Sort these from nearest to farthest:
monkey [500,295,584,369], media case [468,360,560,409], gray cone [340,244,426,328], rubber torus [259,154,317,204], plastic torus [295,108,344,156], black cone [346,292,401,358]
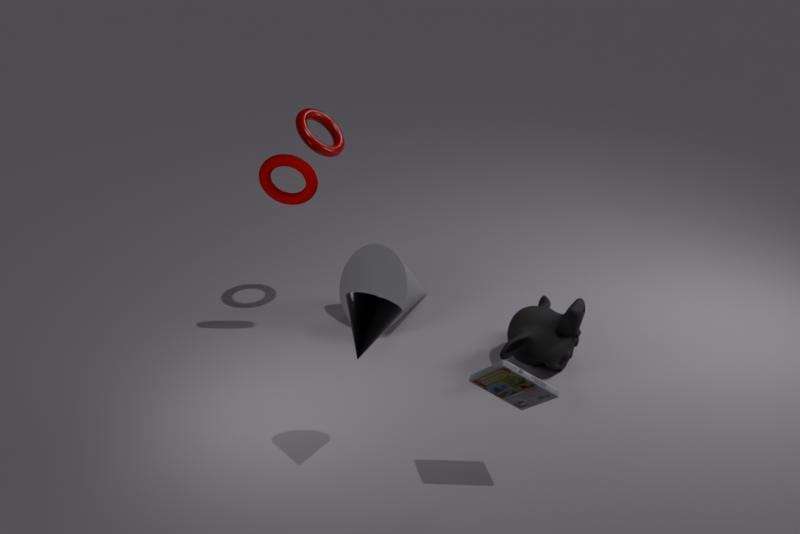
media case [468,360,560,409] → black cone [346,292,401,358] → monkey [500,295,584,369] → rubber torus [259,154,317,204] → plastic torus [295,108,344,156] → gray cone [340,244,426,328]
